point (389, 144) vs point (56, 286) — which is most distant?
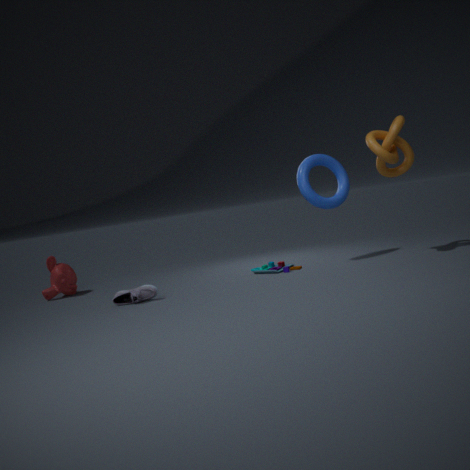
point (56, 286)
